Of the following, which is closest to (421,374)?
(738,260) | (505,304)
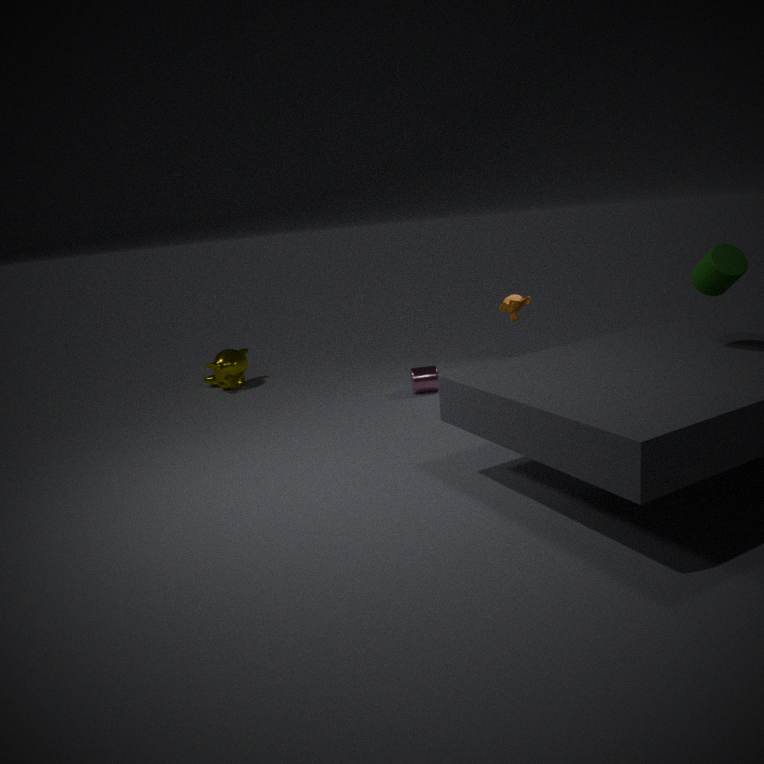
(505,304)
